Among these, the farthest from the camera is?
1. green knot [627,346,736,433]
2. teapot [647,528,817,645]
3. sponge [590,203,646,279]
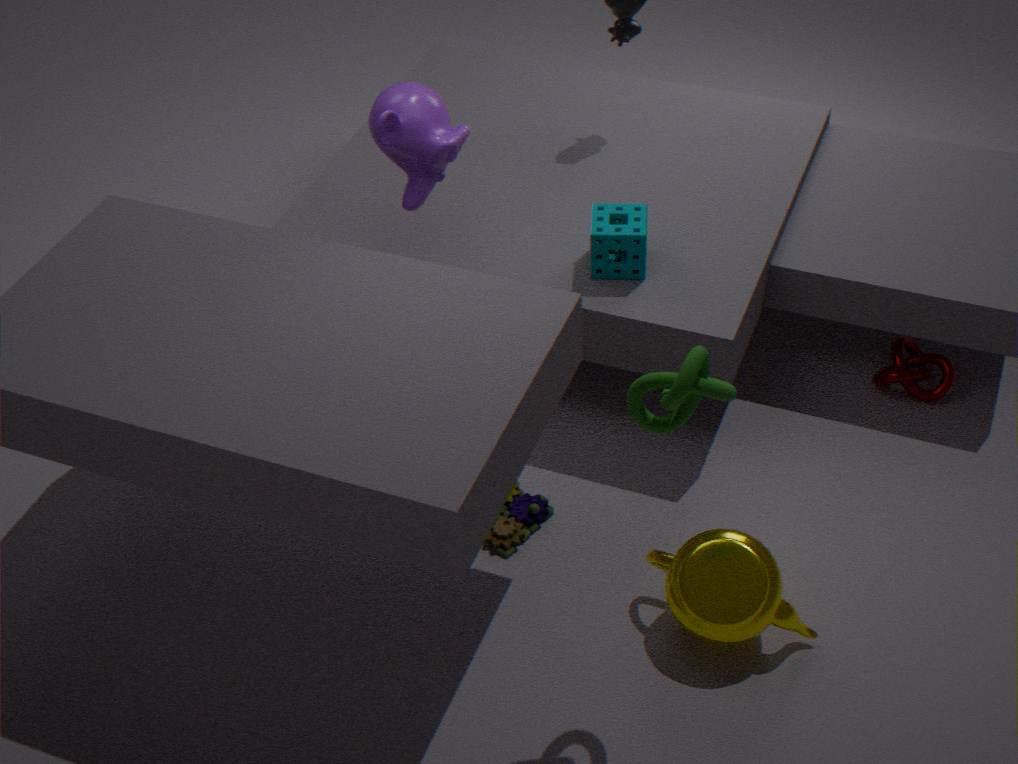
sponge [590,203,646,279]
